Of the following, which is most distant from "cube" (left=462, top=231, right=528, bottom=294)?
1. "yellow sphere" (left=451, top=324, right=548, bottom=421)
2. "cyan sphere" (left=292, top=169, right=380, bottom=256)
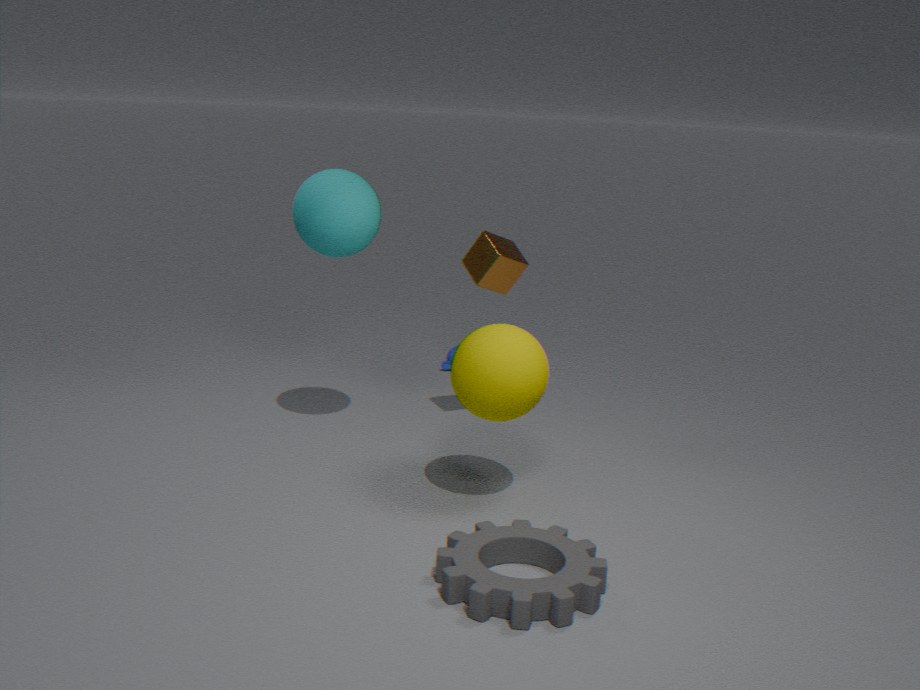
"yellow sphere" (left=451, top=324, right=548, bottom=421)
